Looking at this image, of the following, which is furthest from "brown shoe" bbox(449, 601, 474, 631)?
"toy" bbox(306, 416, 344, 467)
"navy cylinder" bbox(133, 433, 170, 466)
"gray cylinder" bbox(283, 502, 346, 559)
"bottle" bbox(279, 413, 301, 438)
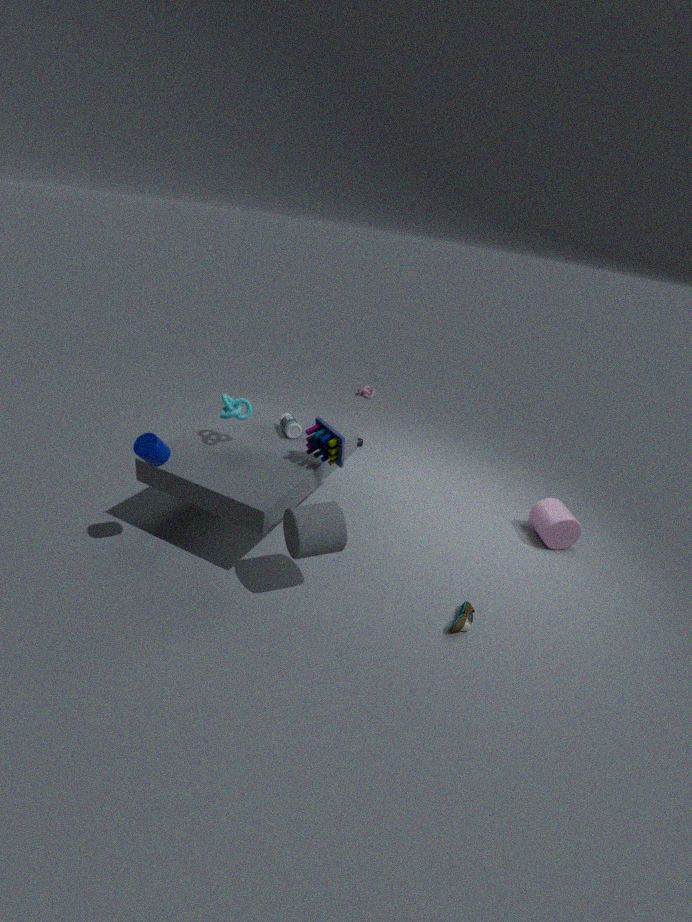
"navy cylinder" bbox(133, 433, 170, 466)
